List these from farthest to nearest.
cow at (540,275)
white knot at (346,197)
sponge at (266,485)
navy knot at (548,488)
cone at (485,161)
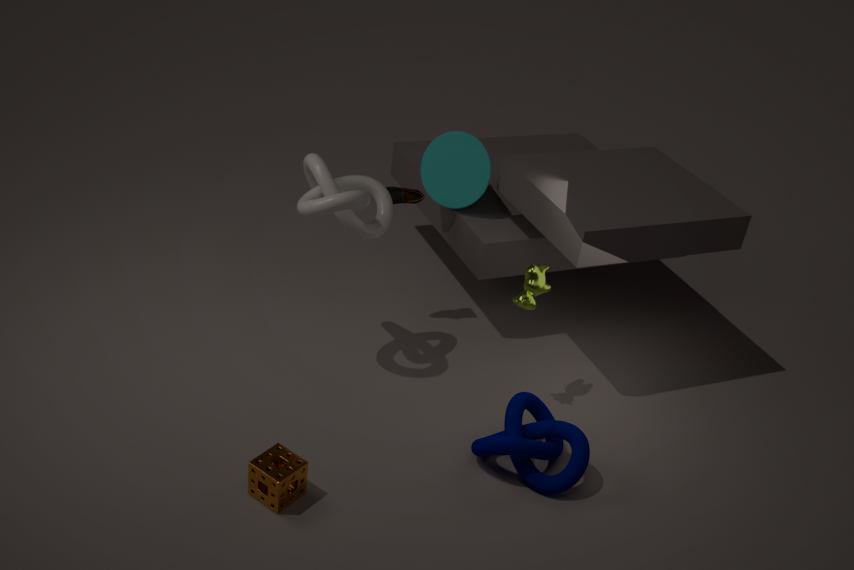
1. cone at (485,161)
2. cow at (540,275)
3. white knot at (346,197)
4. navy knot at (548,488)
5. sponge at (266,485)
